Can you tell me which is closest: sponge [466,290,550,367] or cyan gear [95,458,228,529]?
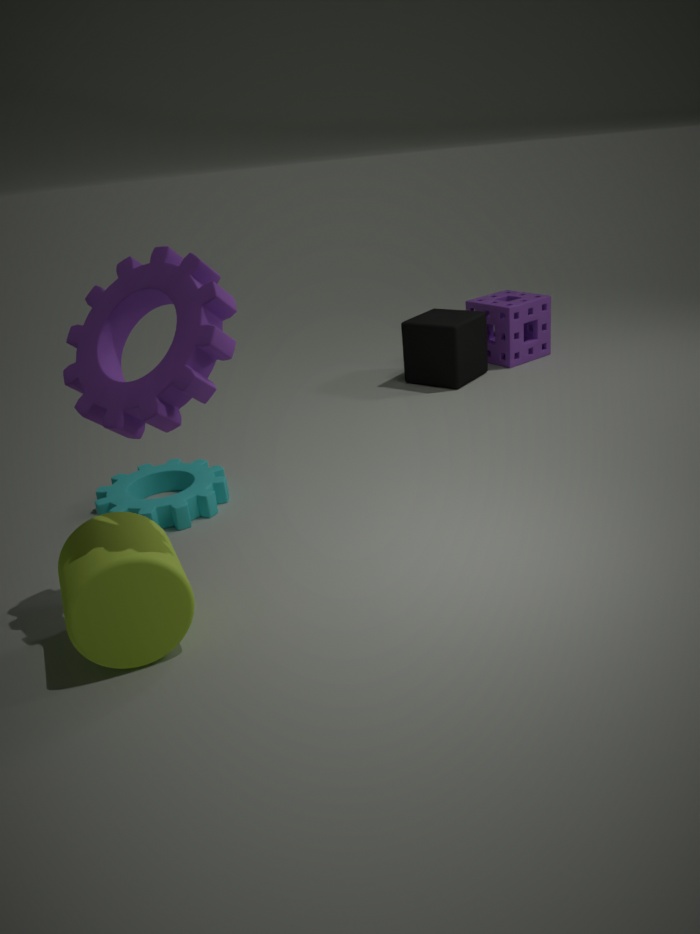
cyan gear [95,458,228,529]
